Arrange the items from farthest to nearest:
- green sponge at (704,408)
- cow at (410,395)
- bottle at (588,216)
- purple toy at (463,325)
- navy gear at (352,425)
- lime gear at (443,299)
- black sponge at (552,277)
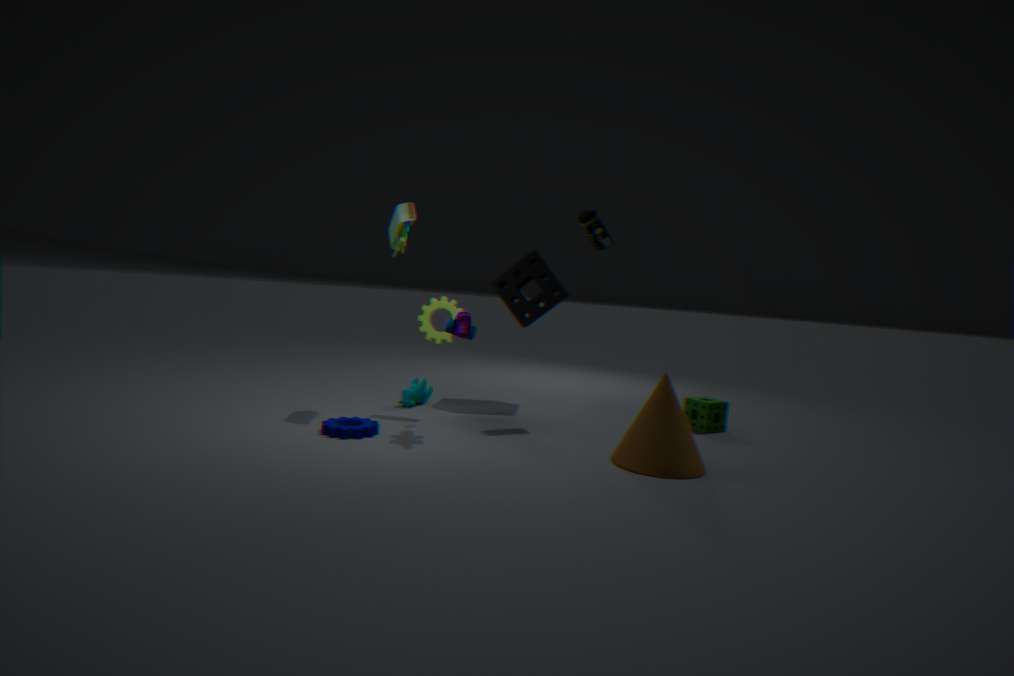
1. black sponge at (552,277)
2. cow at (410,395)
3. green sponge at (704,408)
4. lime gear at (443,299)
5. bottle at (588,216)
6. purple toy at (463,325)
7. navy gear at (352,425)
